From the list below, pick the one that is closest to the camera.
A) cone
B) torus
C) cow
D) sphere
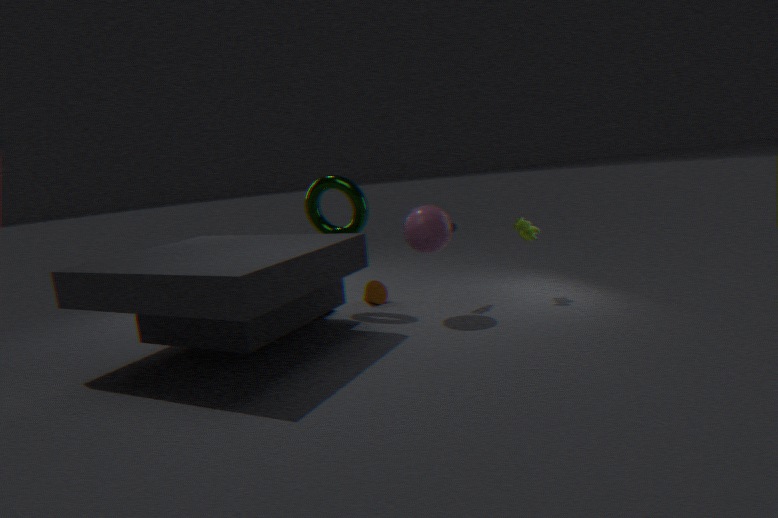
sphere
